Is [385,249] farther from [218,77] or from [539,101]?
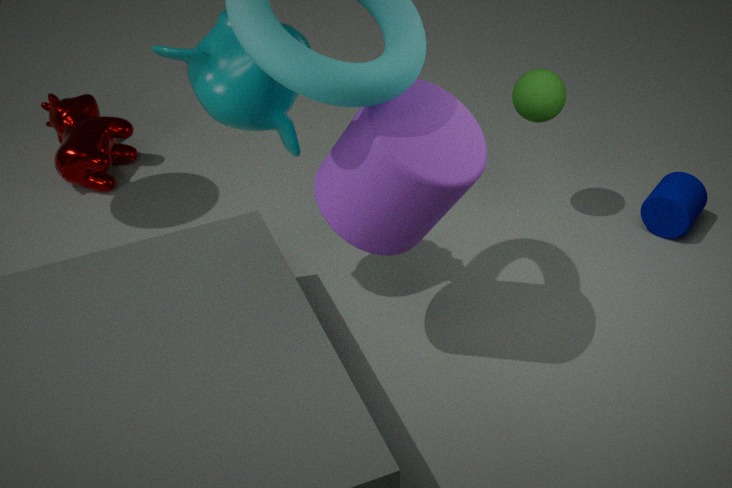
[539,101]
